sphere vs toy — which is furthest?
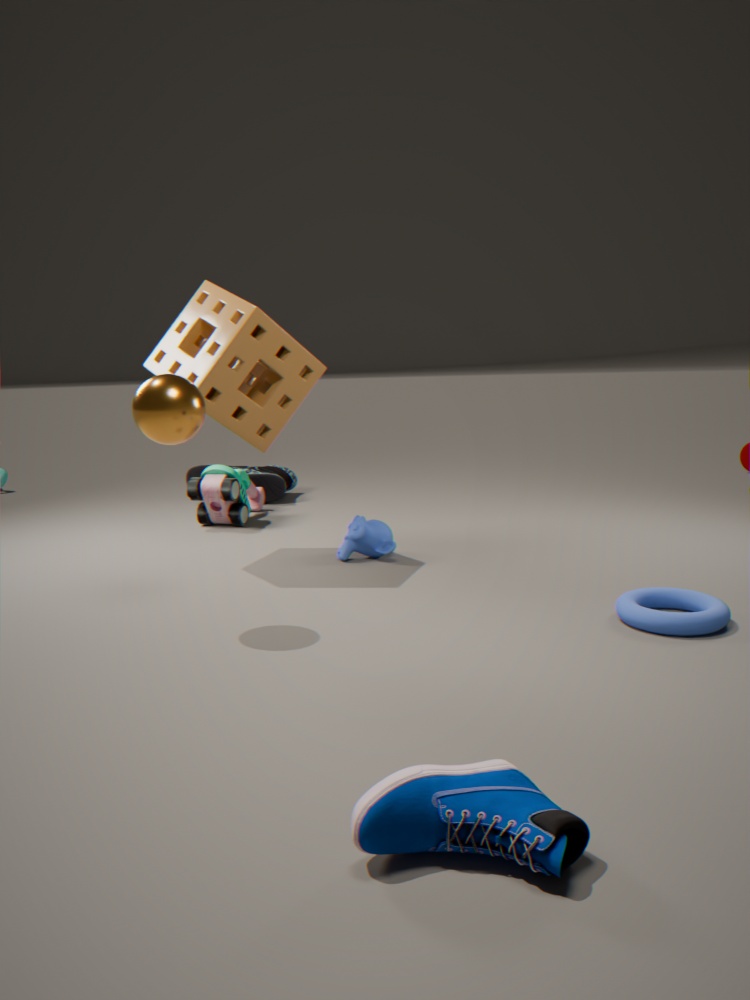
toy
